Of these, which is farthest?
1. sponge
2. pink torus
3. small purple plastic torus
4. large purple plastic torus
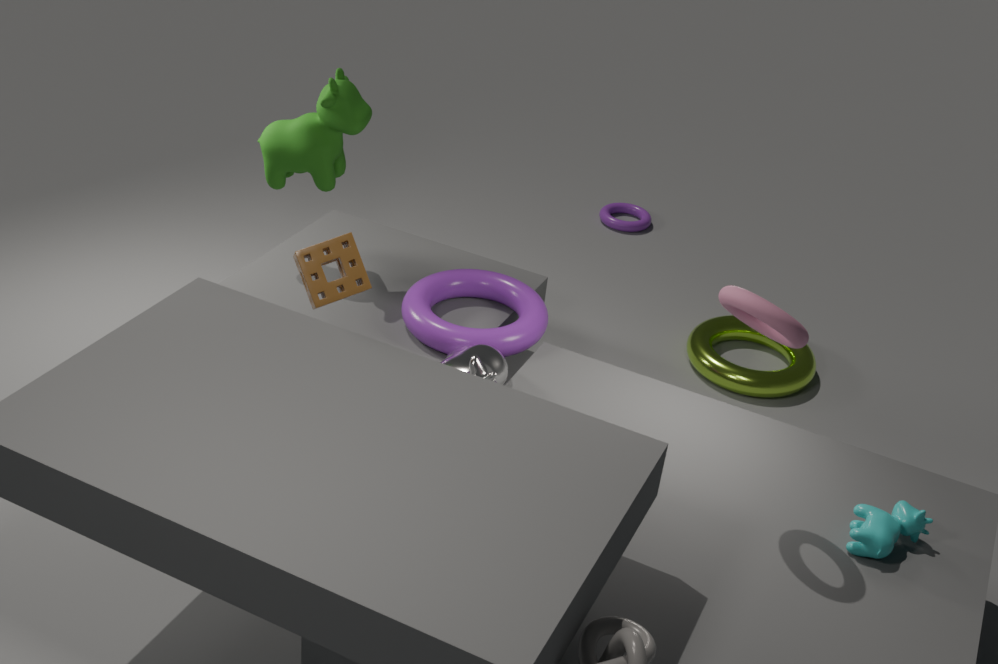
small purple plastic torus
